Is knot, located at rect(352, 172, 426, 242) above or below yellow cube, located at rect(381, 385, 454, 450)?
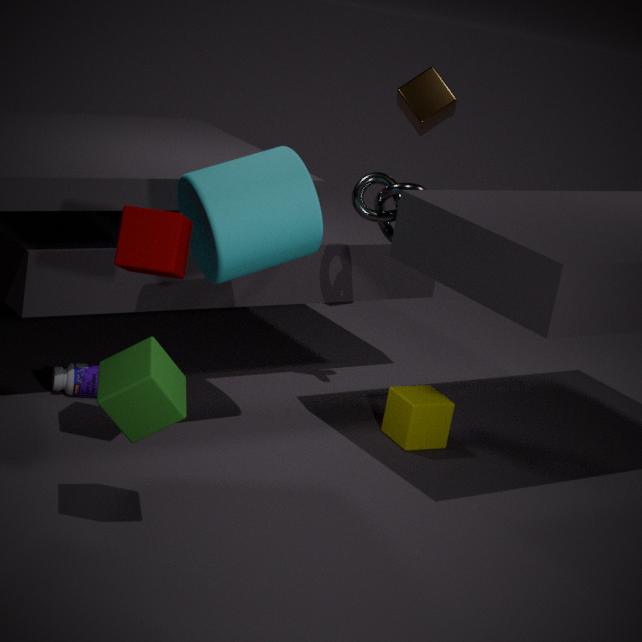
above
